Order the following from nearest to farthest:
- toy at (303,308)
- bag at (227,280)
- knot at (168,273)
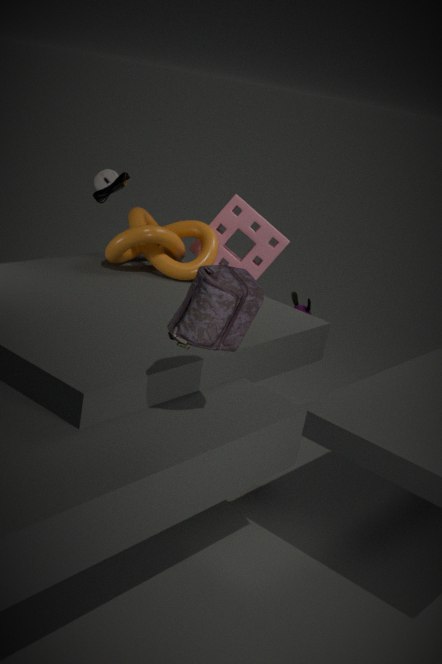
bag at (227,280) → knot at (168,273) → toy at (303,308)
